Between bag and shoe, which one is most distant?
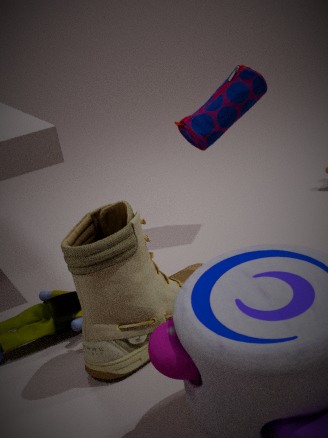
bag
